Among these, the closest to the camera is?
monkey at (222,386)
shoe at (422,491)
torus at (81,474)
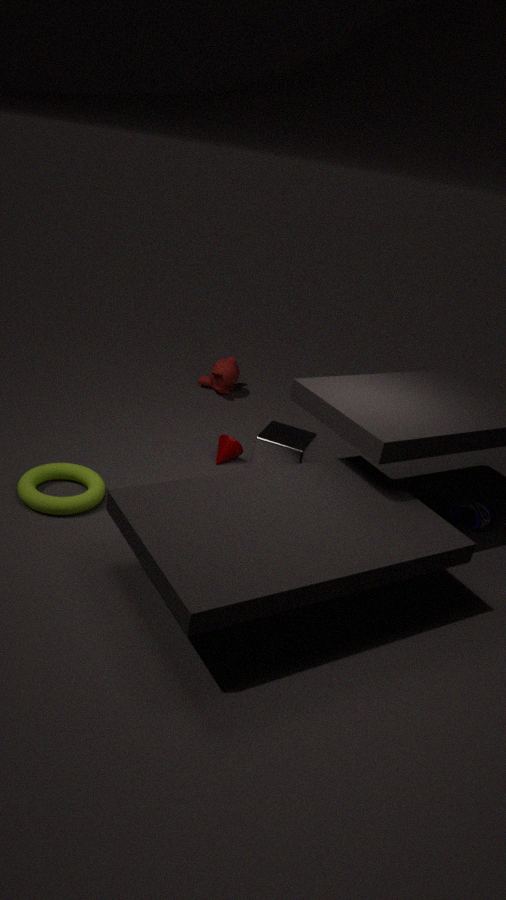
torus at (81,474)
